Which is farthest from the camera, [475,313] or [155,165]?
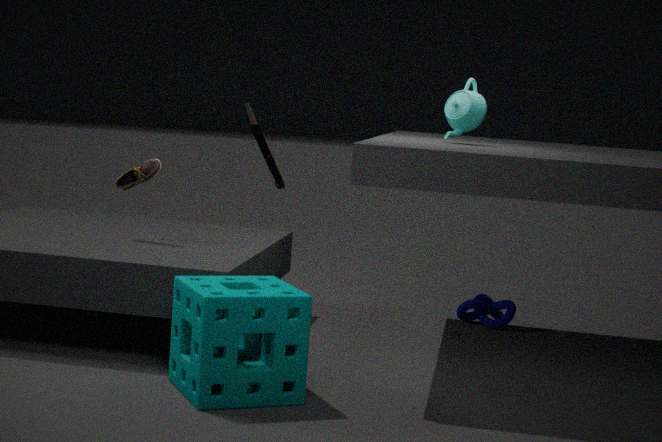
[475,313]
